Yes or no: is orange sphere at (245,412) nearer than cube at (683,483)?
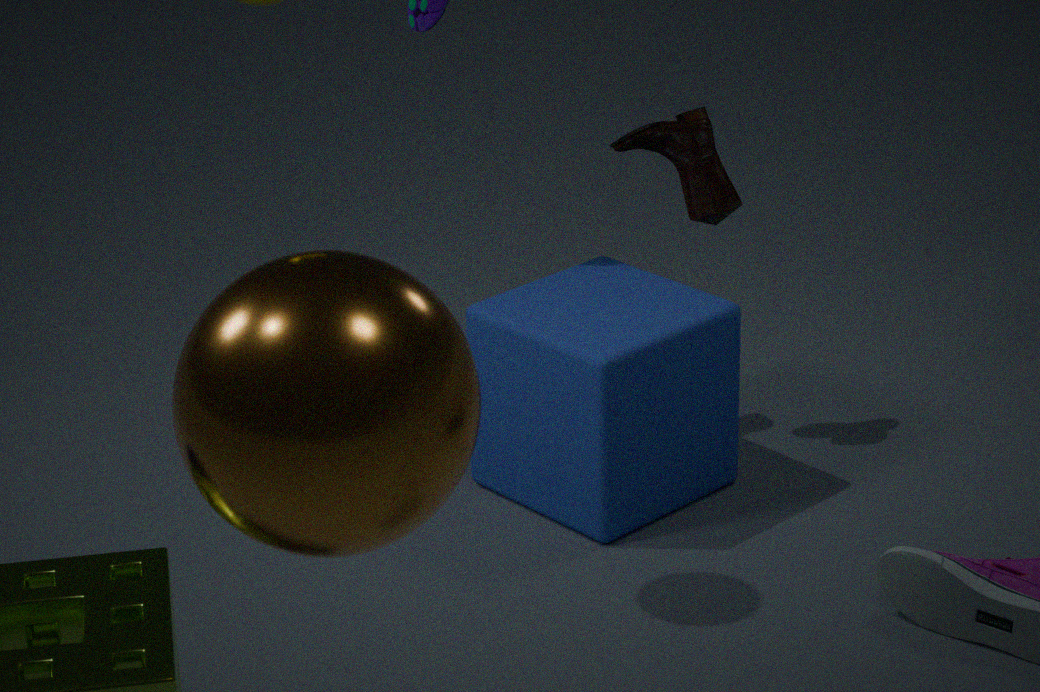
Yes
